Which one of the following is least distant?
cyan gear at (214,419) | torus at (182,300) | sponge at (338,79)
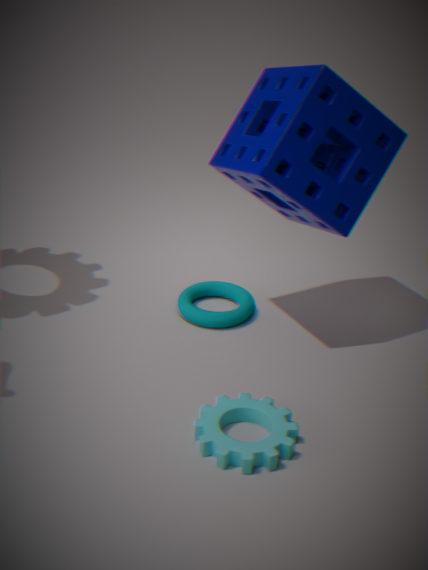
cyan gear at (214,419)
